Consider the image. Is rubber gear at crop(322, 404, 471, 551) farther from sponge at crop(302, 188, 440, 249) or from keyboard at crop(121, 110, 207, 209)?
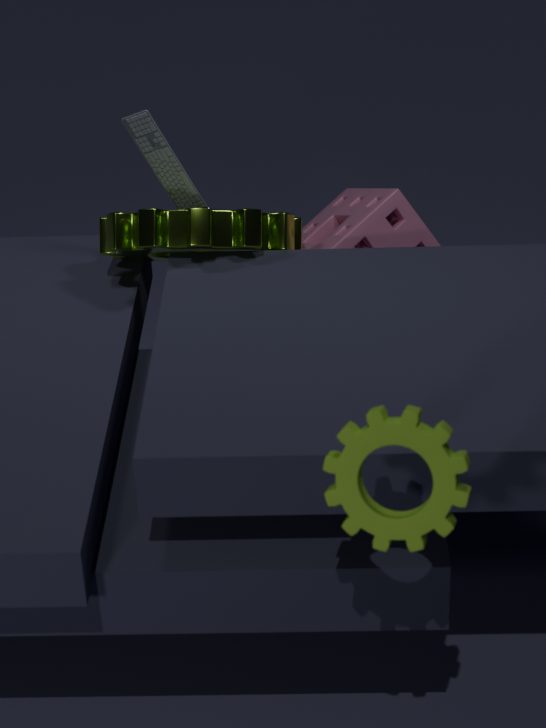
keyboard at crop(121, 110, 207, 209)
